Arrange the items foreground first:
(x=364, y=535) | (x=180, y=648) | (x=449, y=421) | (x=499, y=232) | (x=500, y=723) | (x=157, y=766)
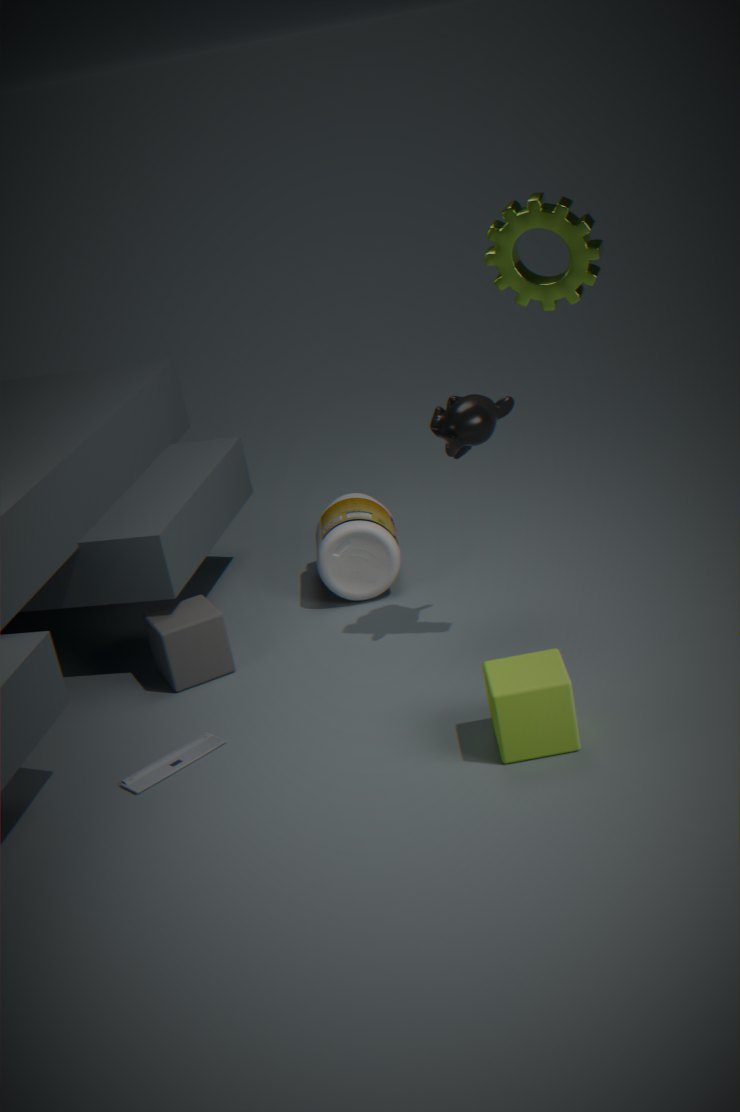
(x=500, y=723) < (x=499, y=232) < (x=157, y=766) < (x=449, y=421) < (x=180, y=648) < (x=364, y=535)
